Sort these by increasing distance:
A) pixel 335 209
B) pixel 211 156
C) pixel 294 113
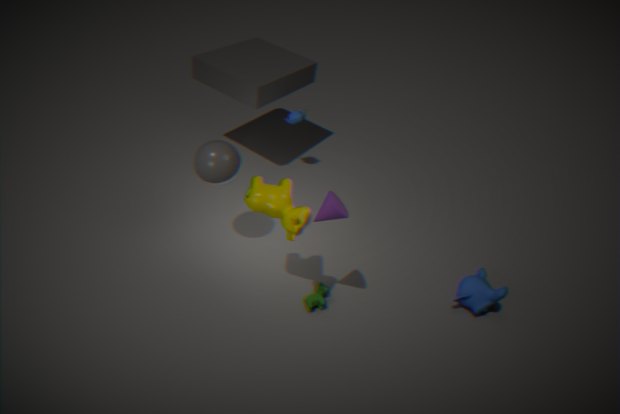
pixel 335 209 < pixel 211 156 < pixel 294 113
